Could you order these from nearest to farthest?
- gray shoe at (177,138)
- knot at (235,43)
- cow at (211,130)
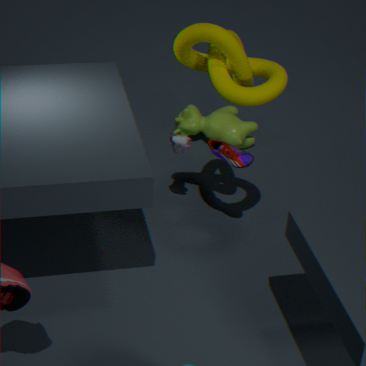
knot at (235,43)
gray shoe at (177,138)
cow at (211,130)
